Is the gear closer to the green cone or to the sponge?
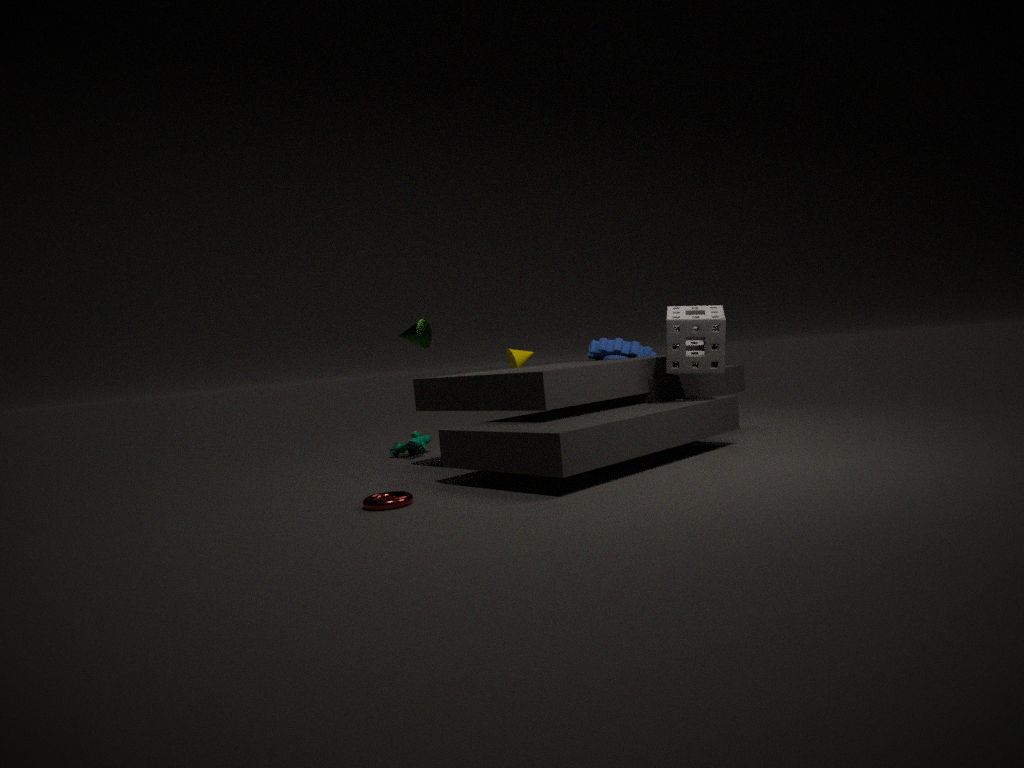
the sponge
